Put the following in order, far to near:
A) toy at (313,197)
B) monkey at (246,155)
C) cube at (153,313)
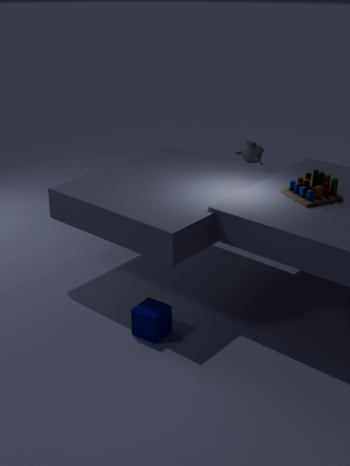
monkey at (246,155) < toy at (313,197) < cube at (153,313)
